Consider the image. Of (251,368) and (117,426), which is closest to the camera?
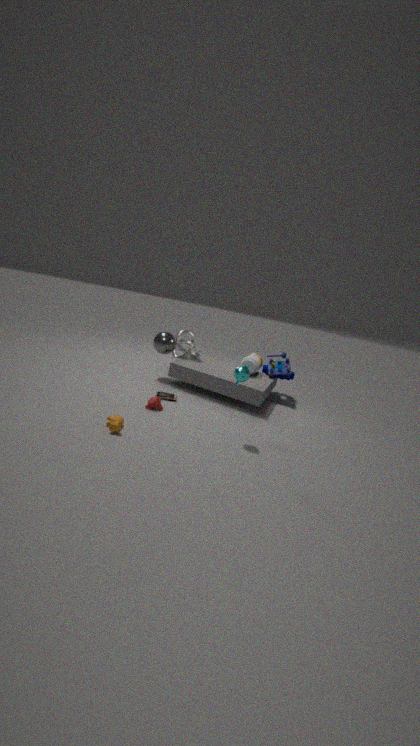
(117,426)
